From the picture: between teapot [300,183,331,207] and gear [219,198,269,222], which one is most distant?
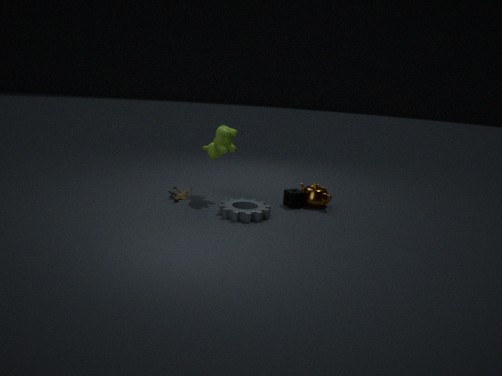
teapot [300,183,331,207]
